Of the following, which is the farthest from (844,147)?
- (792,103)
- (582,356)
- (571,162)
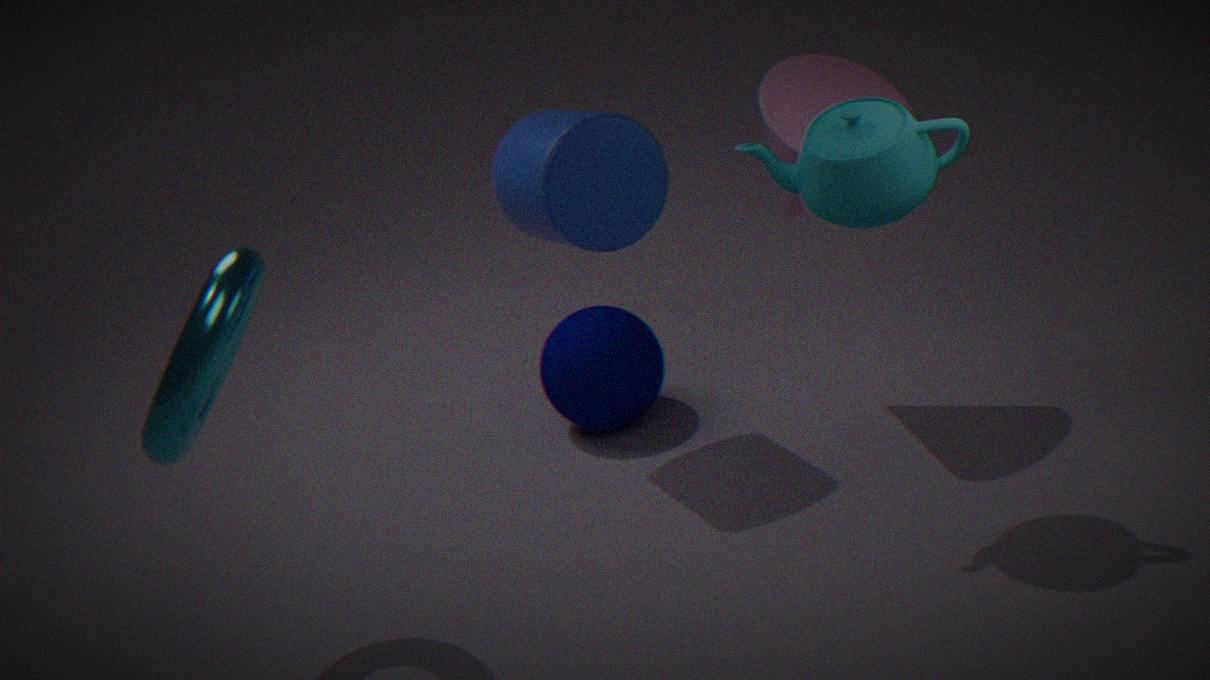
(582,356)
